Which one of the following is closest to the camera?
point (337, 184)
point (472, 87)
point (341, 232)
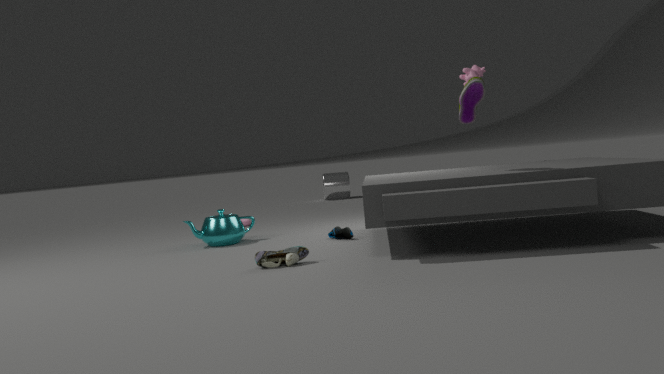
point (472, 87)
